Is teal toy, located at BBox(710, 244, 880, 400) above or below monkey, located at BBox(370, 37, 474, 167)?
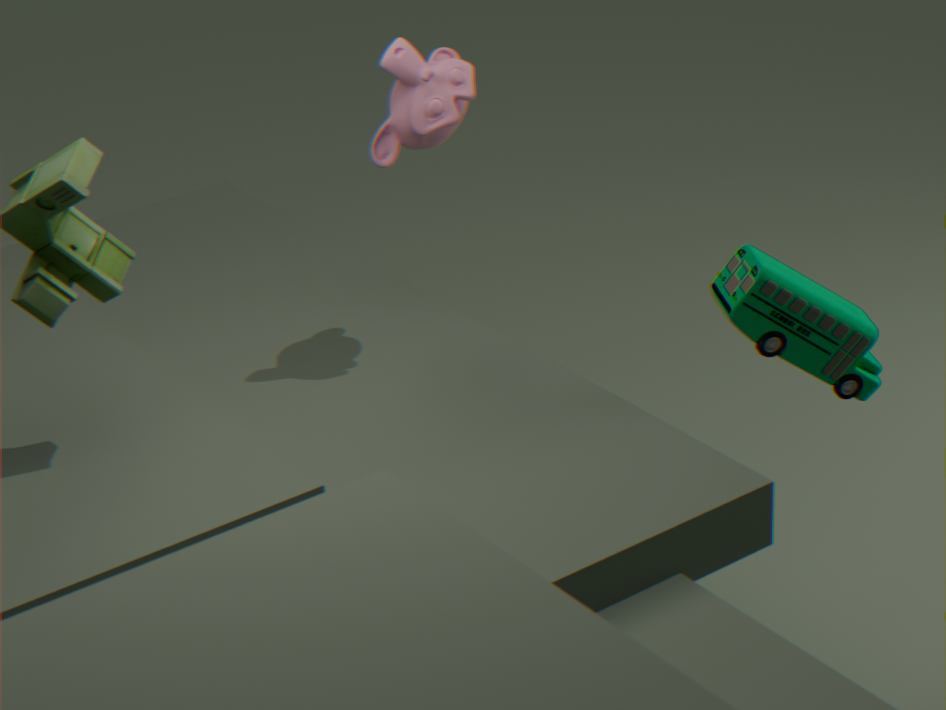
below
